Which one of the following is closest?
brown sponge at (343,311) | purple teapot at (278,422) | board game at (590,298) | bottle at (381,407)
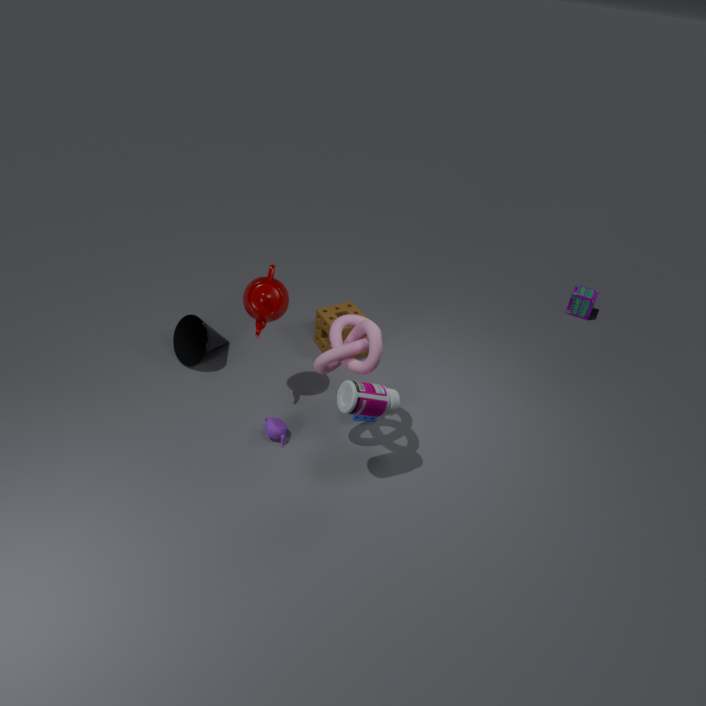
bottle at (381,407)
